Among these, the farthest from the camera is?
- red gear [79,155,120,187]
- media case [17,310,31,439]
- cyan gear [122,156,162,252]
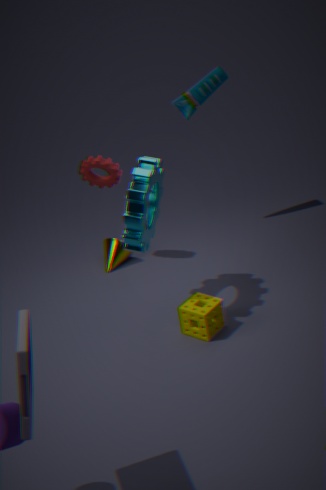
red gear [79,155,120,187]
